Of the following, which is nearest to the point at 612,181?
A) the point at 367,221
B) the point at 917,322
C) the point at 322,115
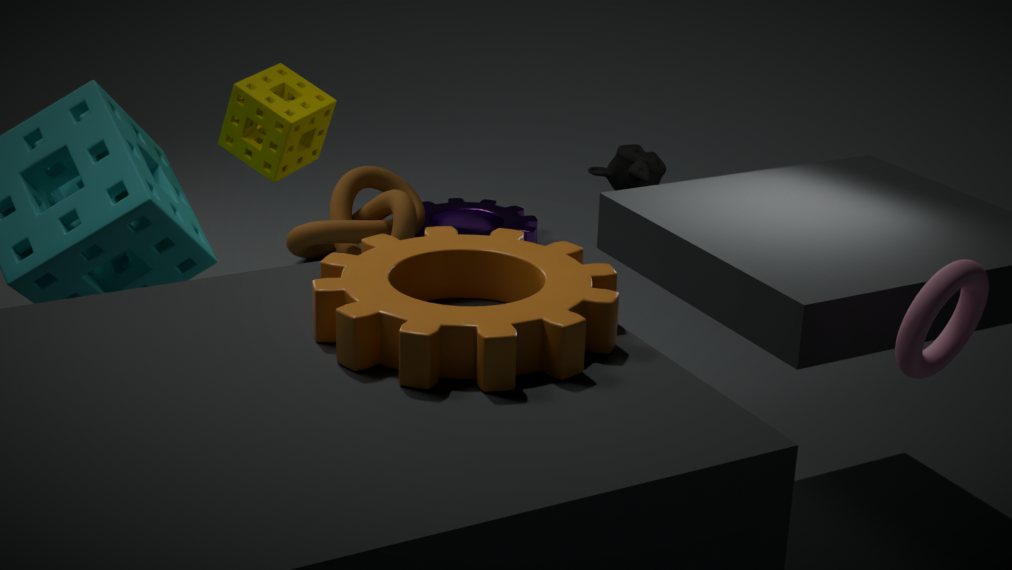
the point at 322,115
